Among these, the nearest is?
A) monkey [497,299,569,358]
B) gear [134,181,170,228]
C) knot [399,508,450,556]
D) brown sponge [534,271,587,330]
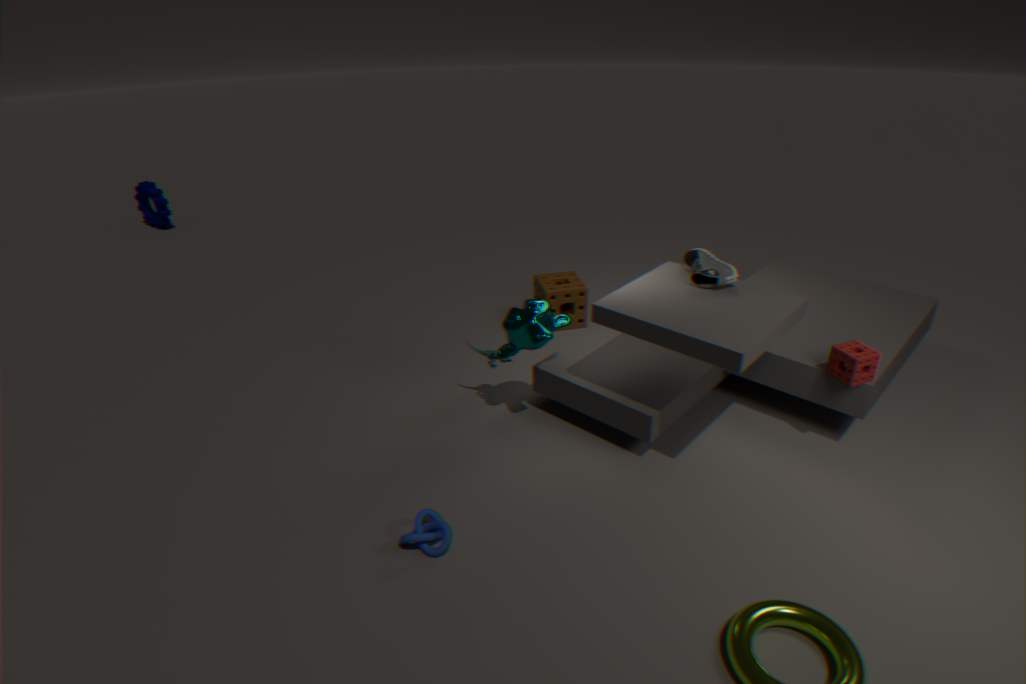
knot [399,508,450,556]
